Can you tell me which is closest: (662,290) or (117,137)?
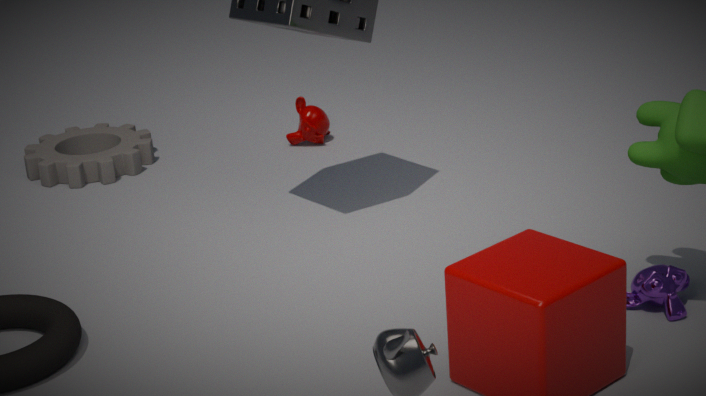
(662,290)
